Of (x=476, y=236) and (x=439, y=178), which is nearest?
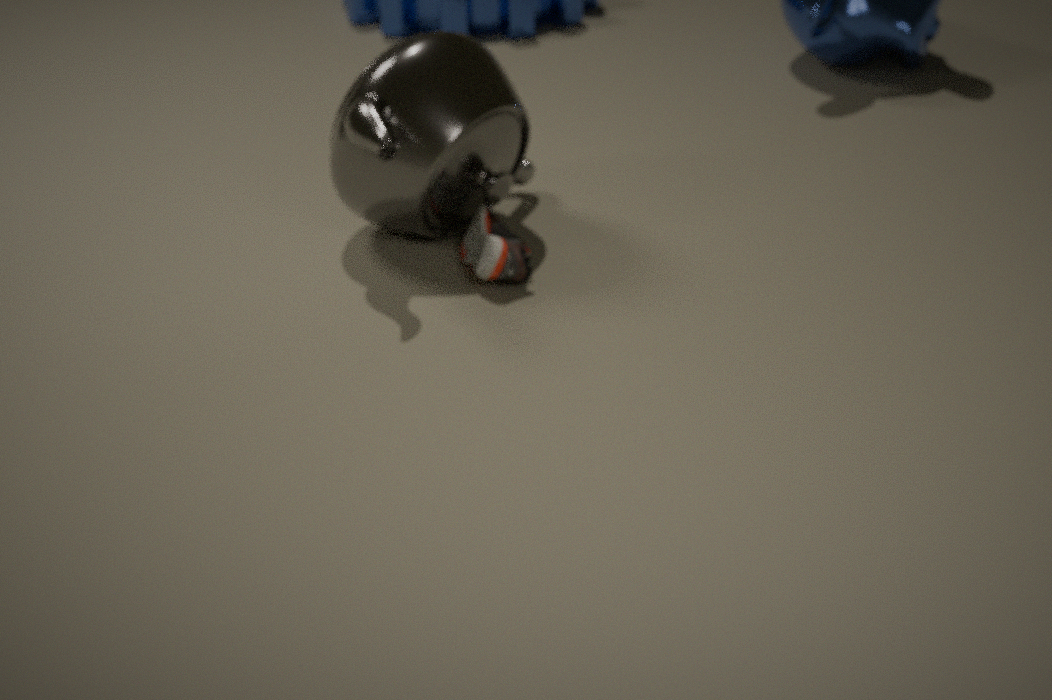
(x=439, y=178)
